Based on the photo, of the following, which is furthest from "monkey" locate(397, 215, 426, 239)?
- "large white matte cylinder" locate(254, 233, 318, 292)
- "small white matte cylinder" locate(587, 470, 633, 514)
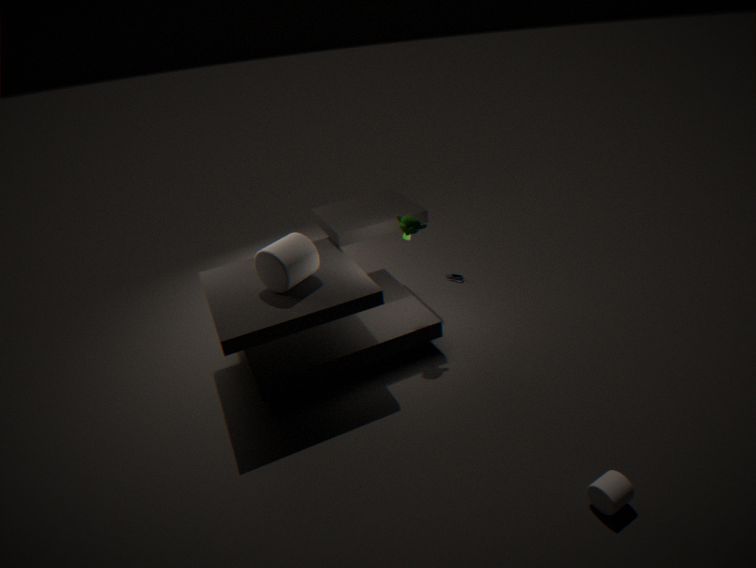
"small white matte cylinder" locate(587, 470, 633, 514)
